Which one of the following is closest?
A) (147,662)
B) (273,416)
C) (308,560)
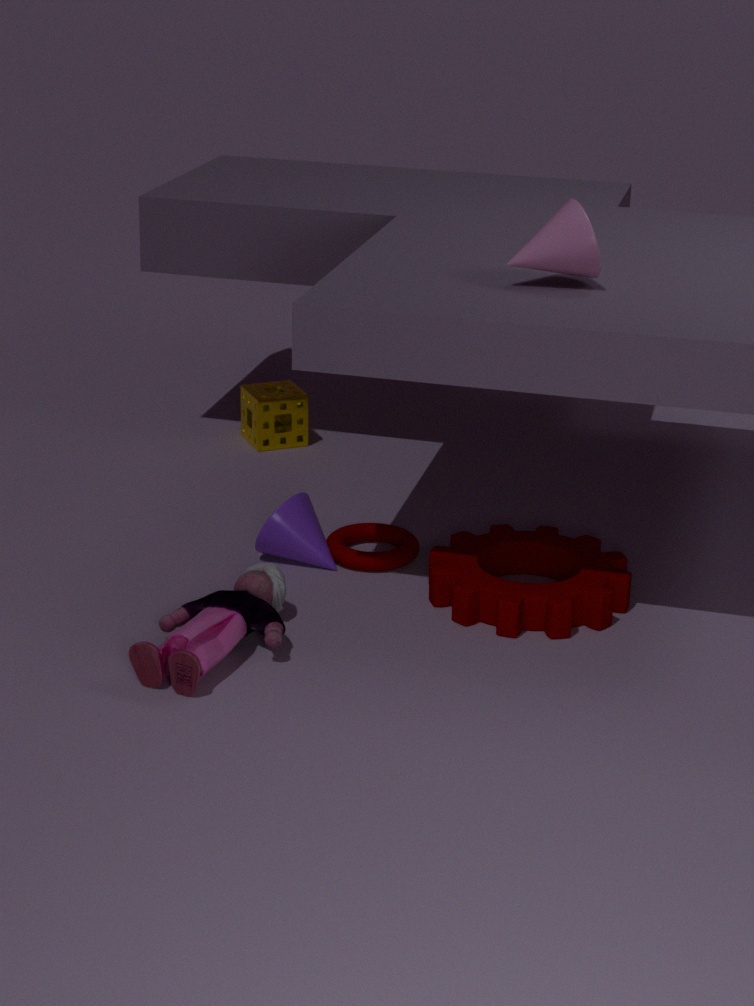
(147,662)
